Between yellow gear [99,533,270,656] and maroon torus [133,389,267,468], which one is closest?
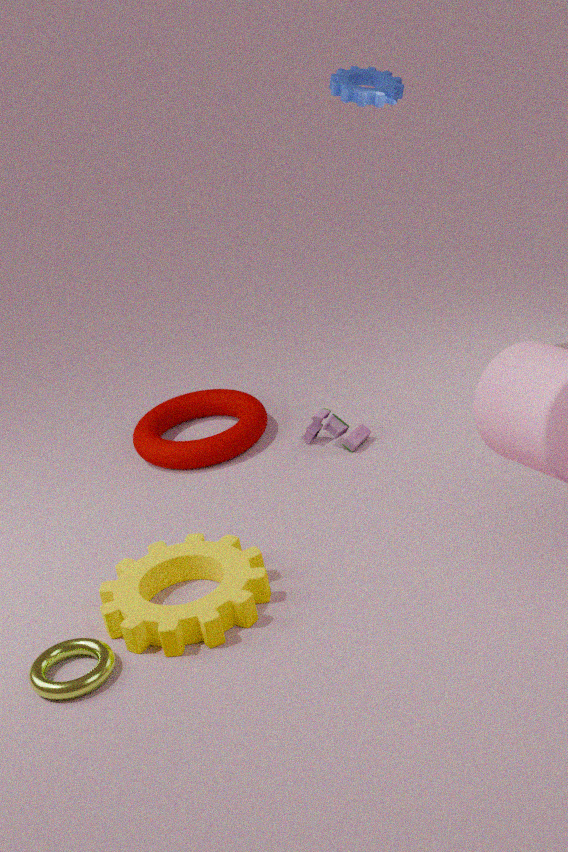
yellow gear [99,533,270,656]
